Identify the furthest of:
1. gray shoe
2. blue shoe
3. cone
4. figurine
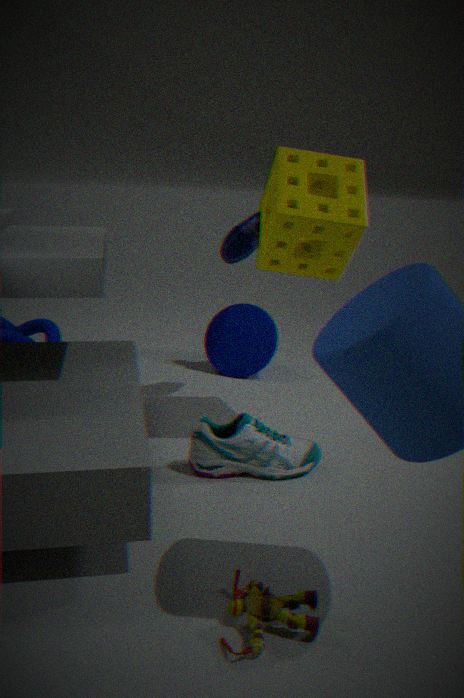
cone
